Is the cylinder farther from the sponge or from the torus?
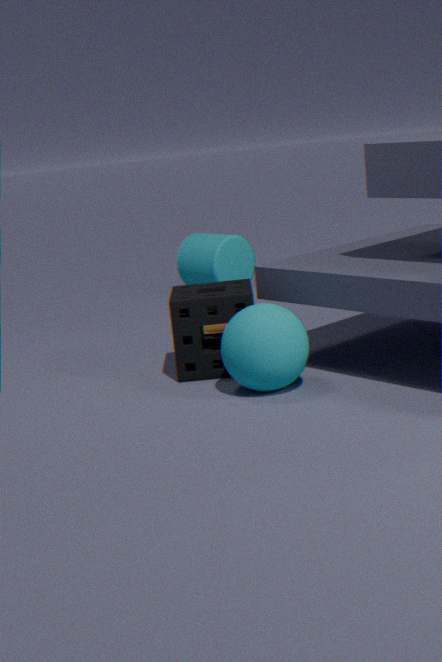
the sponge
